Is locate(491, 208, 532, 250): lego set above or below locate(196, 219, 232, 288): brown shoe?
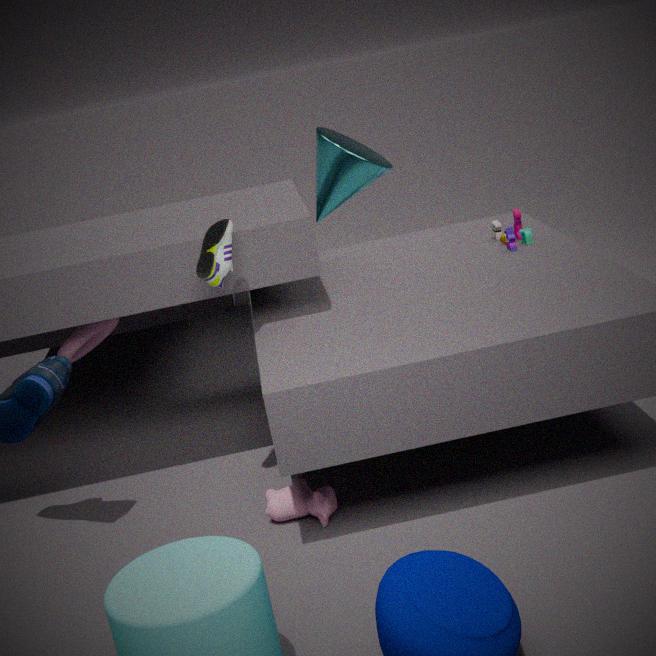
below
